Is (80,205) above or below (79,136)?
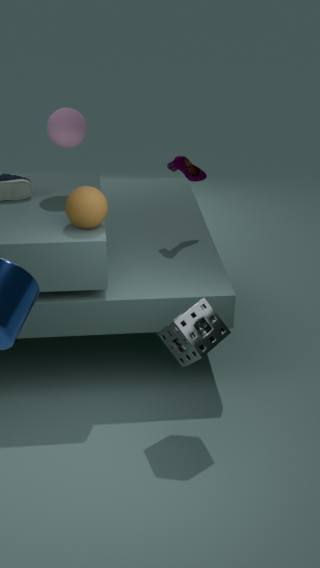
below
